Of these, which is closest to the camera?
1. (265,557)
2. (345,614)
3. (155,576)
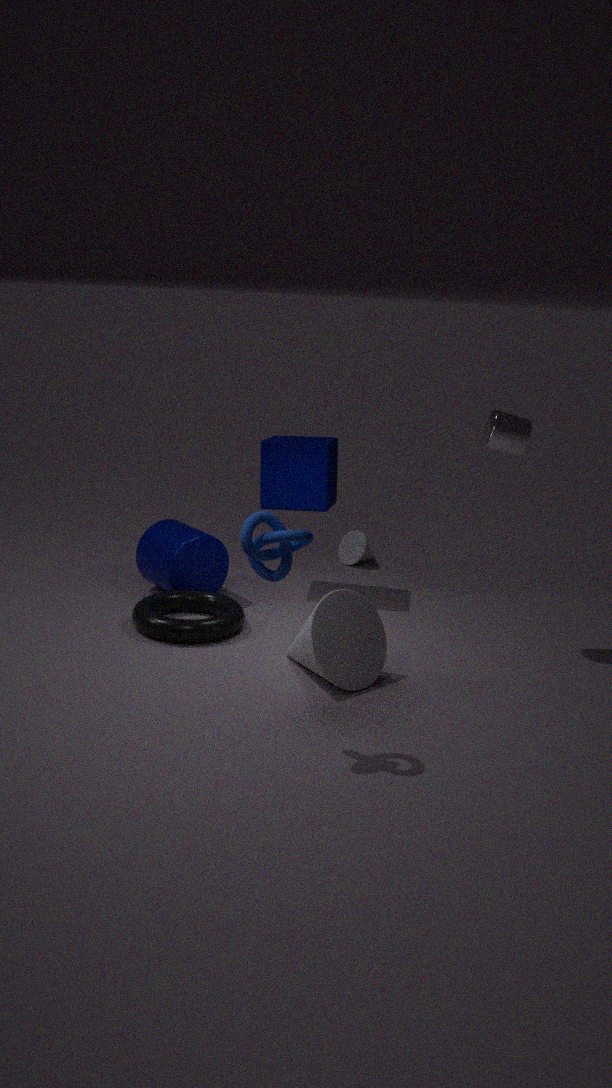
(265,557)
